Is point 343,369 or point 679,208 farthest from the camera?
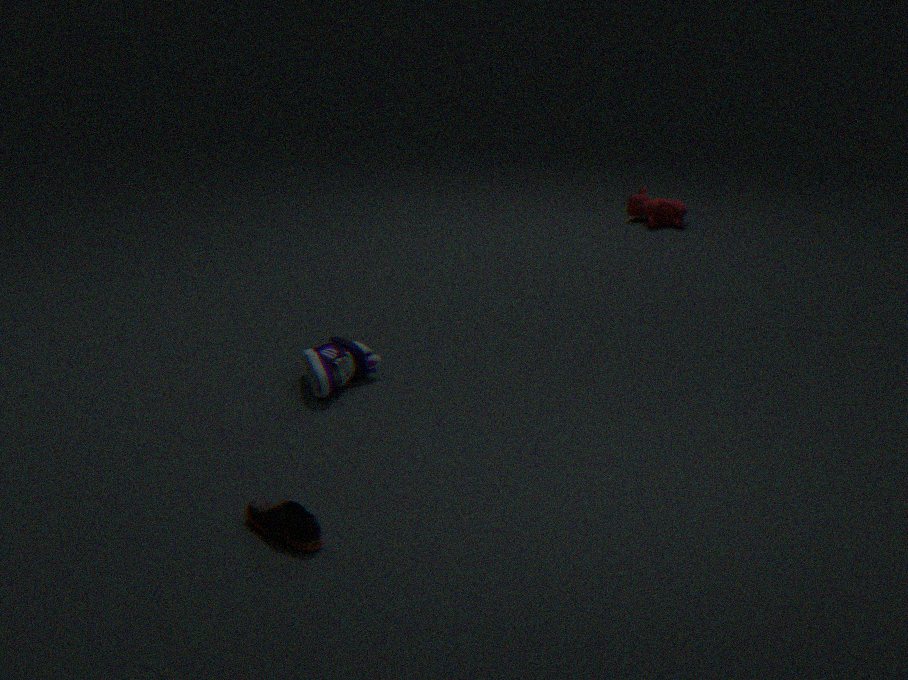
point 679,208
